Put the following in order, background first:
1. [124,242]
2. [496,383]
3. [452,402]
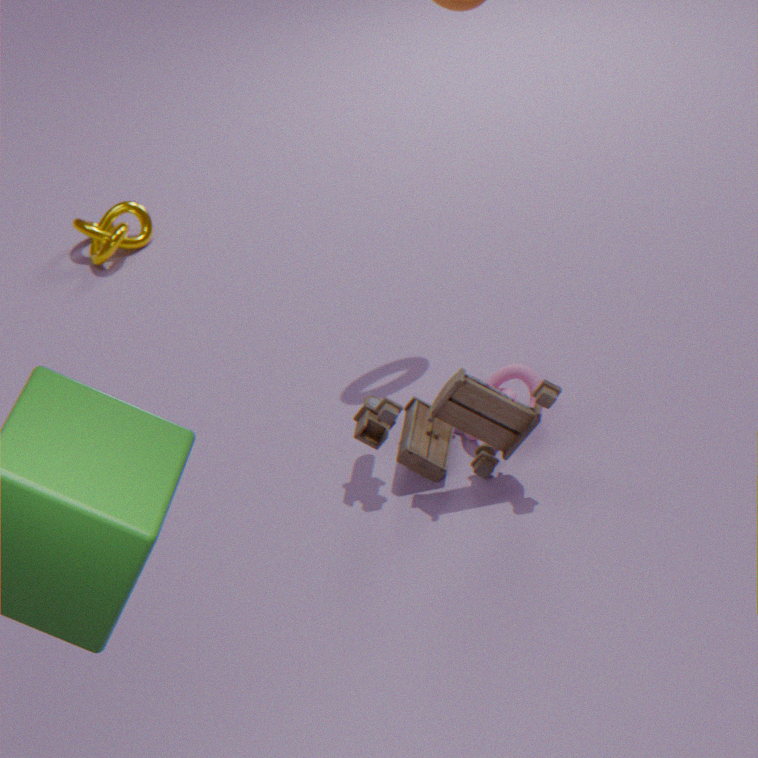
[124,242] < [496,383] < [452,402]
